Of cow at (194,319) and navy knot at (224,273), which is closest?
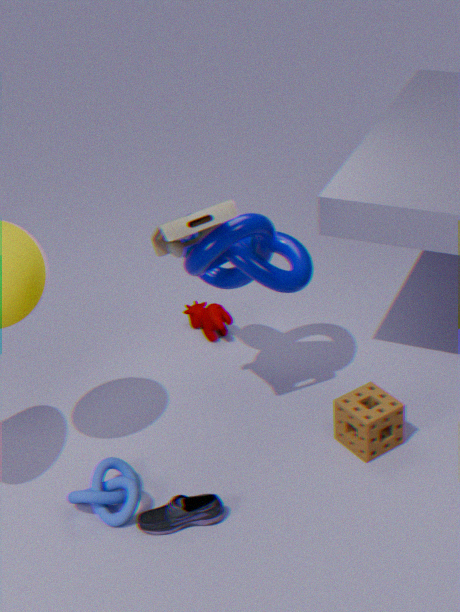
navy knot at (224,273)
